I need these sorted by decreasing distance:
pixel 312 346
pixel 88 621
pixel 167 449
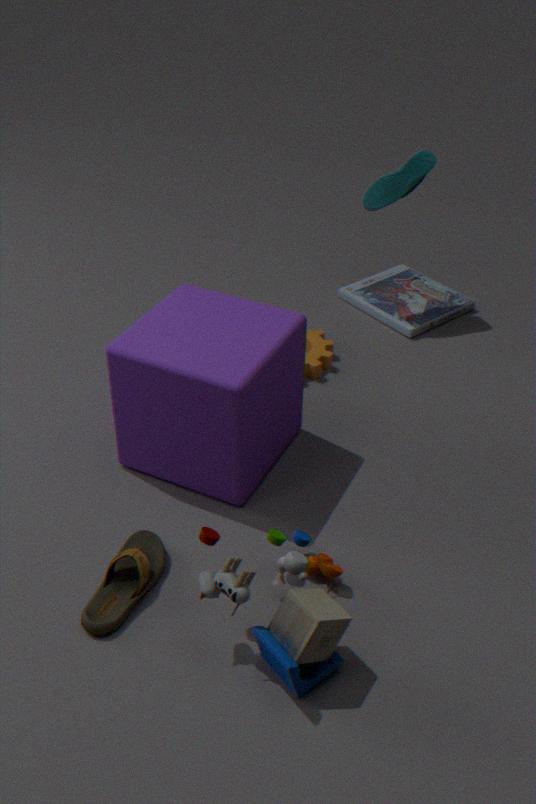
pixel 312 346, pixel 167 449, pixel 88 621
